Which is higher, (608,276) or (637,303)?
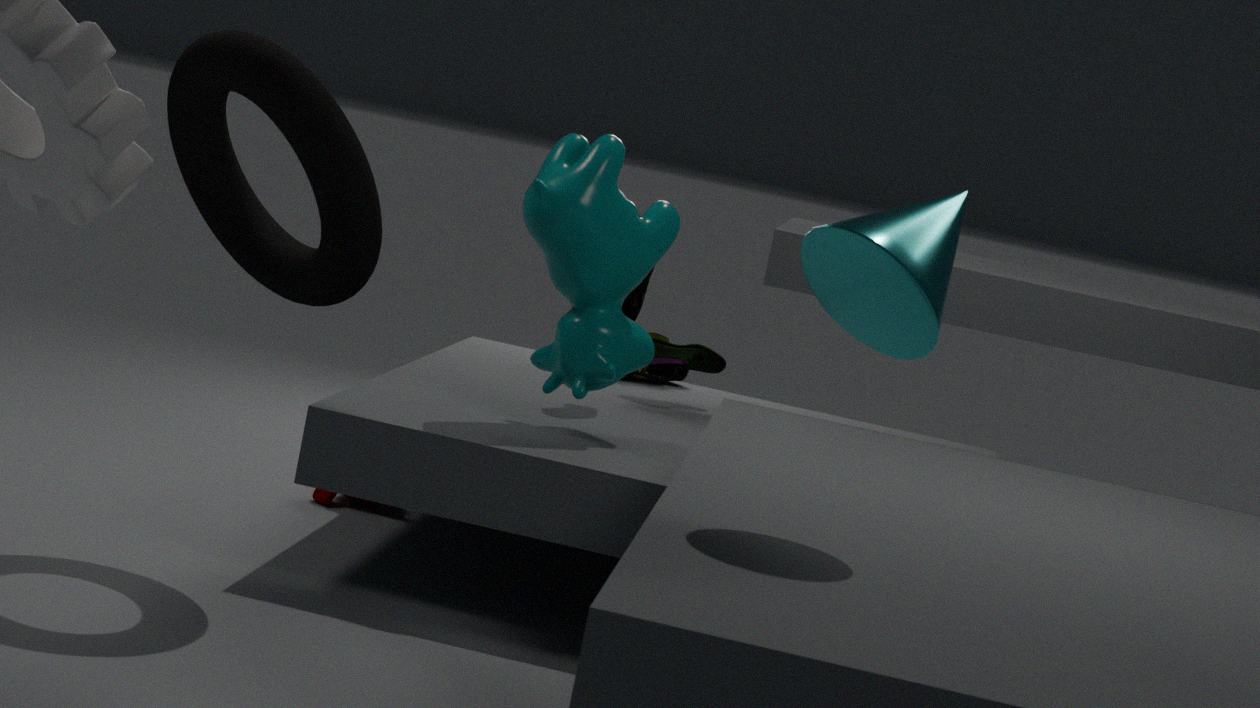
(608,276)
